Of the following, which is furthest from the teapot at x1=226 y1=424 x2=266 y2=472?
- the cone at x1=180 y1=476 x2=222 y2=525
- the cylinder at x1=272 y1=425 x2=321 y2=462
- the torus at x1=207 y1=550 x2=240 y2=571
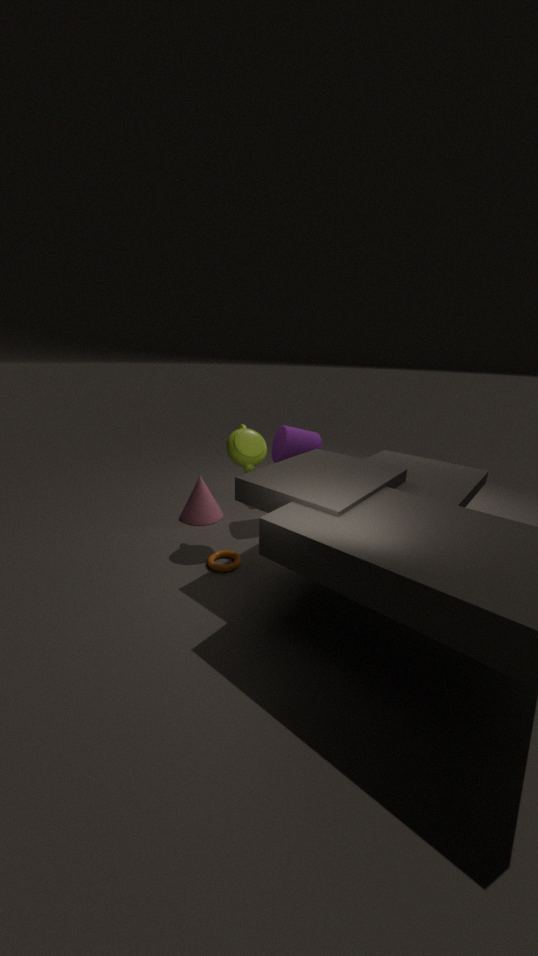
the cone at x1=180 y1=476 x2=222 y2=525
